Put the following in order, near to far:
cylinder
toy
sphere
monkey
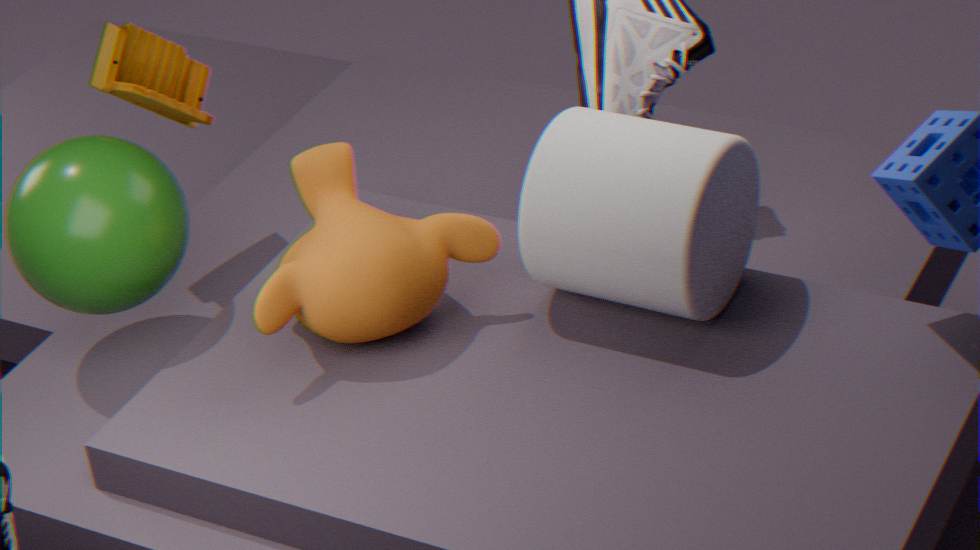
1. cylinder
2. monkey
3. sphere
4. toy
